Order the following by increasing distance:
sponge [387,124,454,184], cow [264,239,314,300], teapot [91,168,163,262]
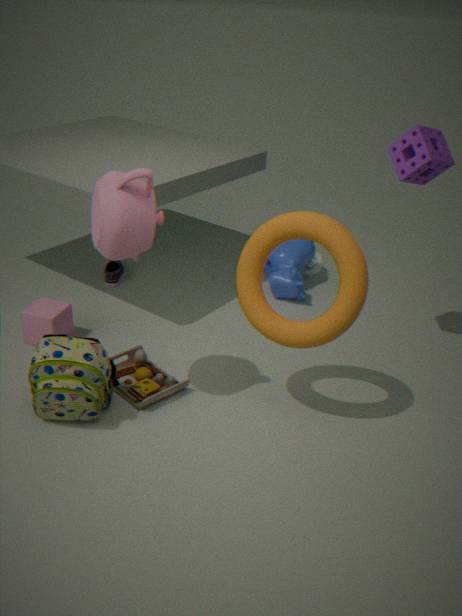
teapot [91,168,163,262] → sponge [387,124,454,184] → cow [264,239,314,300]
